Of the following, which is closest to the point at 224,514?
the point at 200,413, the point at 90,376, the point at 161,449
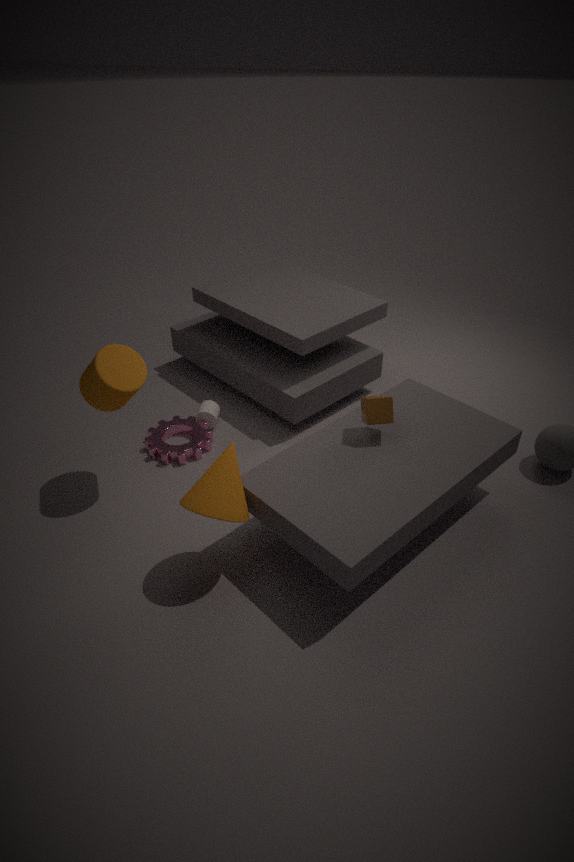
the point at 90,376
